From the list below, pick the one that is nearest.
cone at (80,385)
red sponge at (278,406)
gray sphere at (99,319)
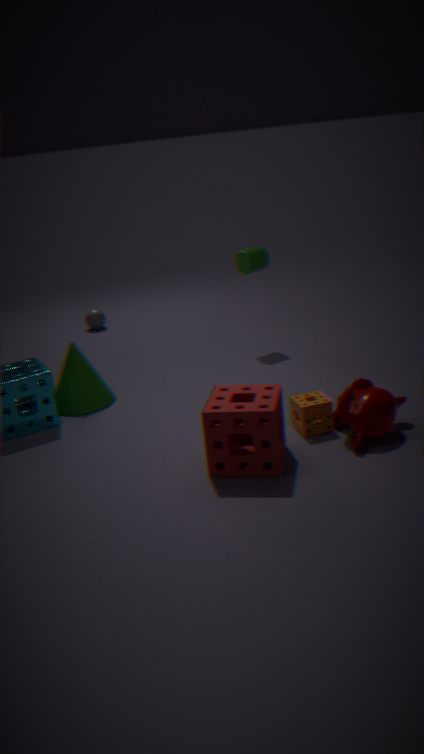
red sponge at (278,406)
